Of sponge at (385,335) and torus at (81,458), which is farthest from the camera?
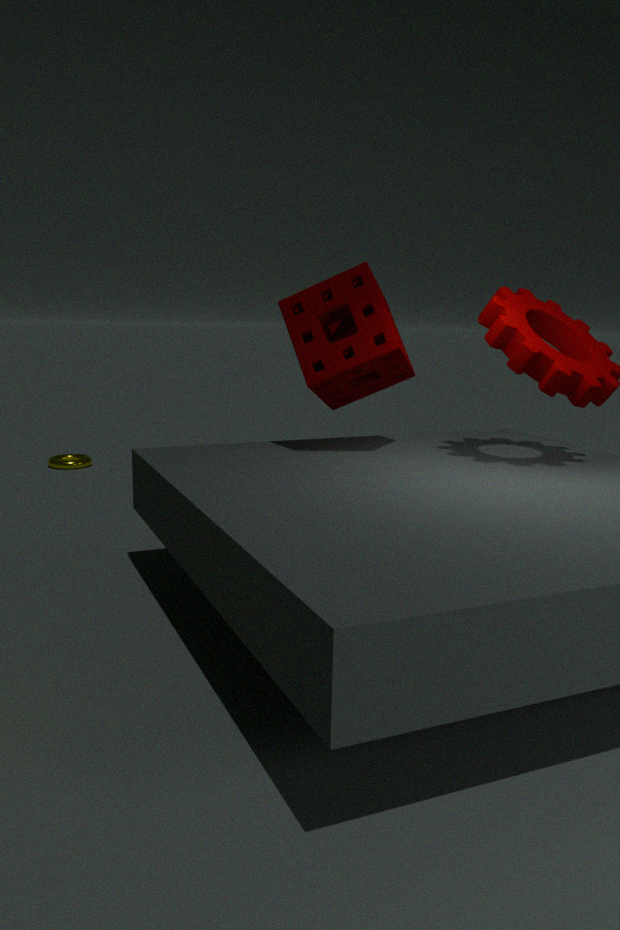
torus at (81,458)
